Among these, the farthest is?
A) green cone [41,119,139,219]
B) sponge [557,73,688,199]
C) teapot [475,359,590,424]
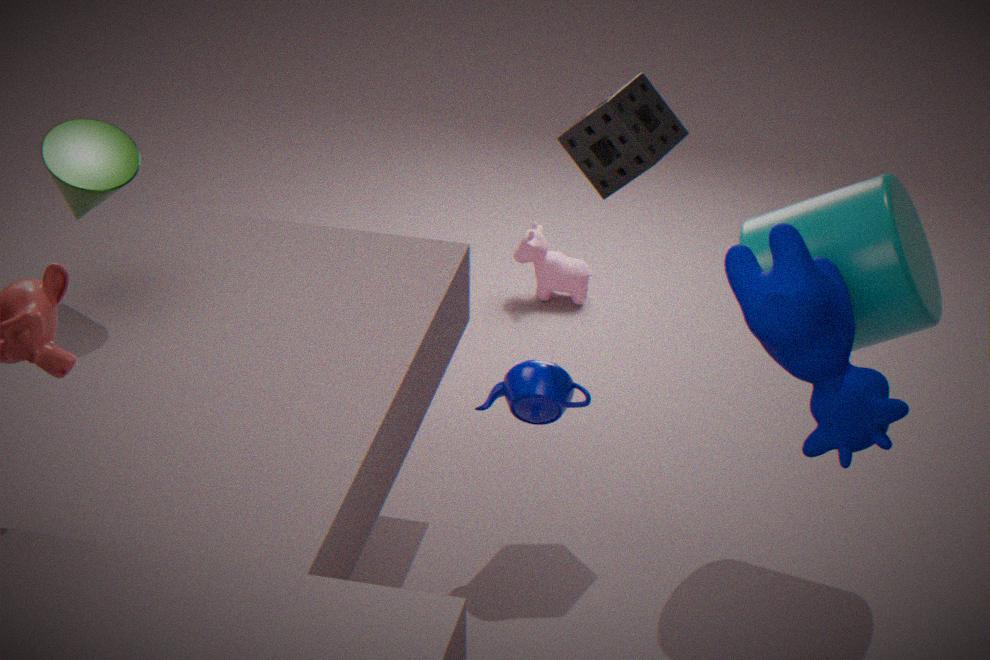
teapot [475,359,590,424]
